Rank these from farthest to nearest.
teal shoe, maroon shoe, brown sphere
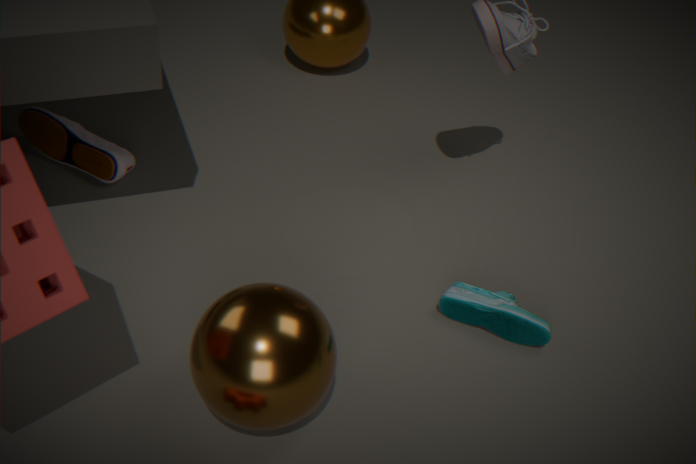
maroon shoe
teal shoe
brown sphere
